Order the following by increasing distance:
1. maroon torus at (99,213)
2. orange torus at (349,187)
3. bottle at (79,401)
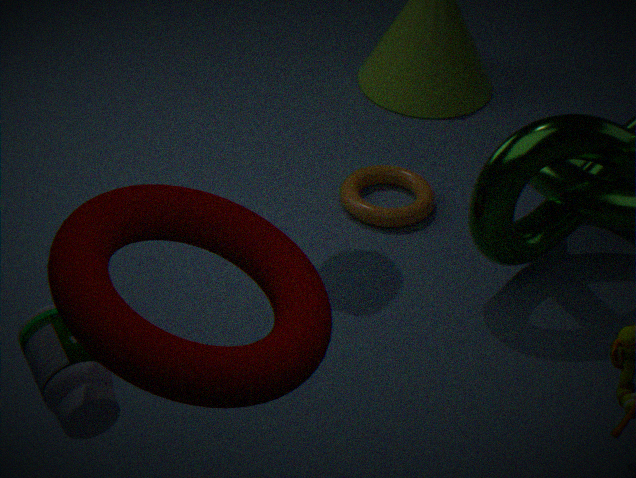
maroon torus at (99,213) < bottle at (79,401) < orange torus at (349,187)
